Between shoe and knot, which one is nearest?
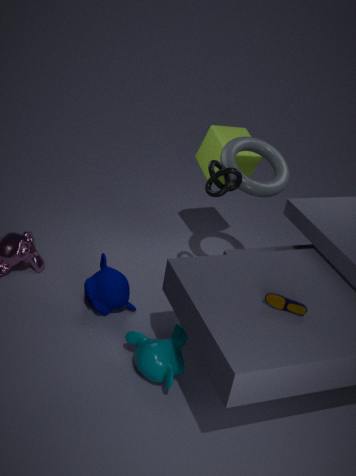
shoe
